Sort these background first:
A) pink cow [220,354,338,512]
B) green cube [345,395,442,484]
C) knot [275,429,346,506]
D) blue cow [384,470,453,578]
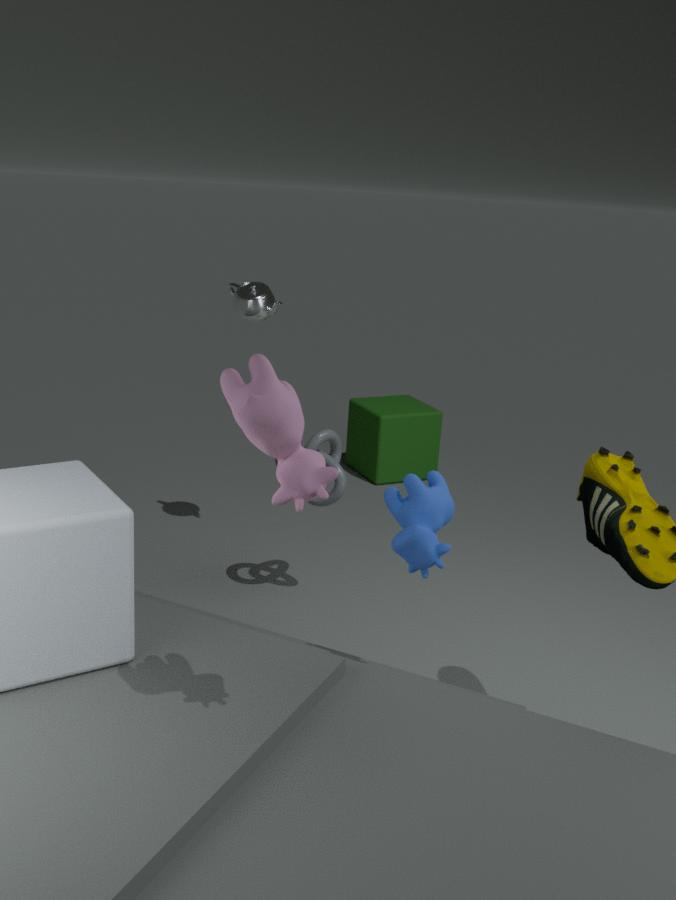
green cube [345,395,442,484] → knot [275,429,346,506] → blue cow [384,470,453,578] → pink cow [220,354,338,512]
